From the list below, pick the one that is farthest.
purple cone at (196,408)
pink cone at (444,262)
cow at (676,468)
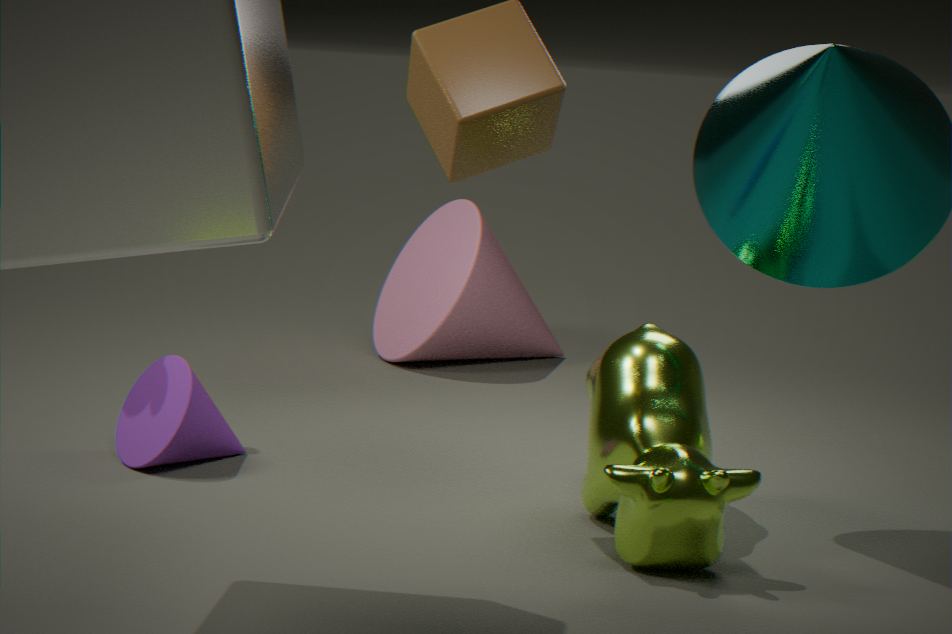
pink cone at (444,262)
